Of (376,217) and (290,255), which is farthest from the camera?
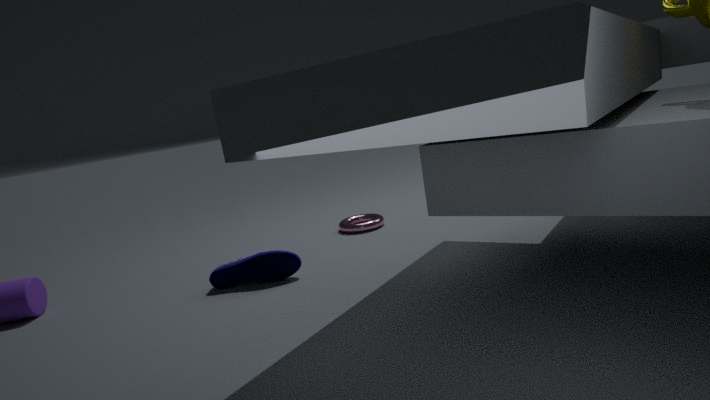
(376,217)
